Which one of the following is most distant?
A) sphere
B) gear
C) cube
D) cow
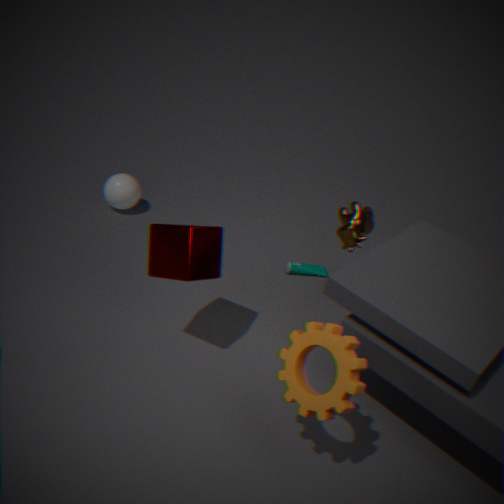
sphere
